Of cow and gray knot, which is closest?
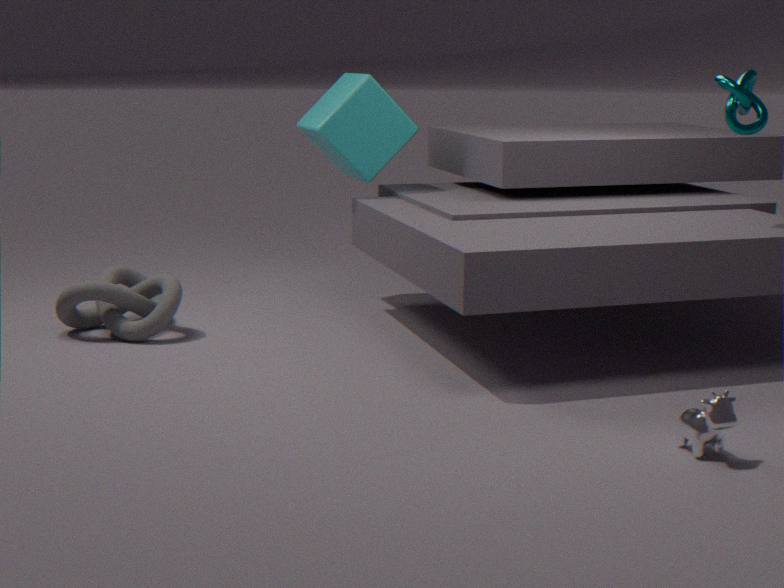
cow
